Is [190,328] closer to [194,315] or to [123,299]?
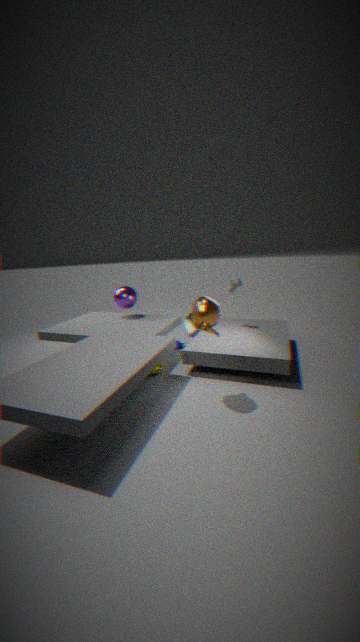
[123,299]
